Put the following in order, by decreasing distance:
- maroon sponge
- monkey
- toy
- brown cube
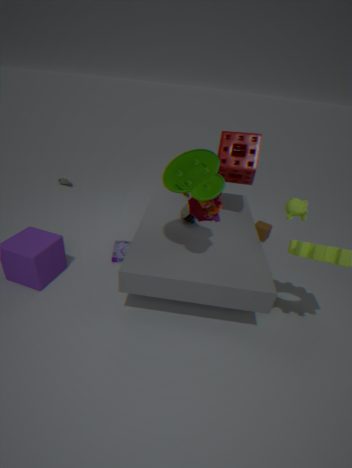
1. brown cube
2. maroon sponge
3. monkey
4. toy
